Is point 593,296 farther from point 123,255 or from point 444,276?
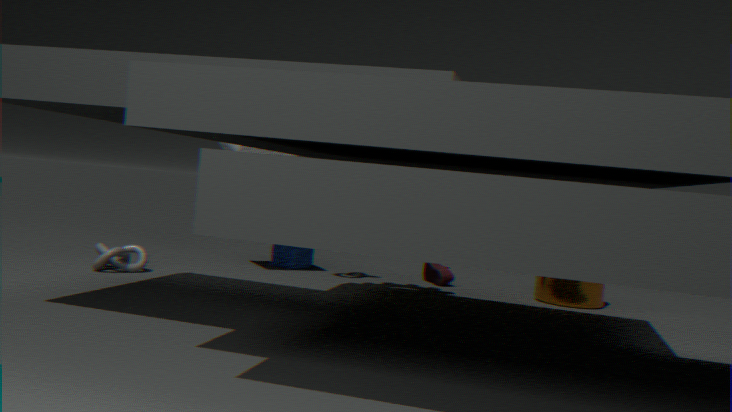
point 123,255
